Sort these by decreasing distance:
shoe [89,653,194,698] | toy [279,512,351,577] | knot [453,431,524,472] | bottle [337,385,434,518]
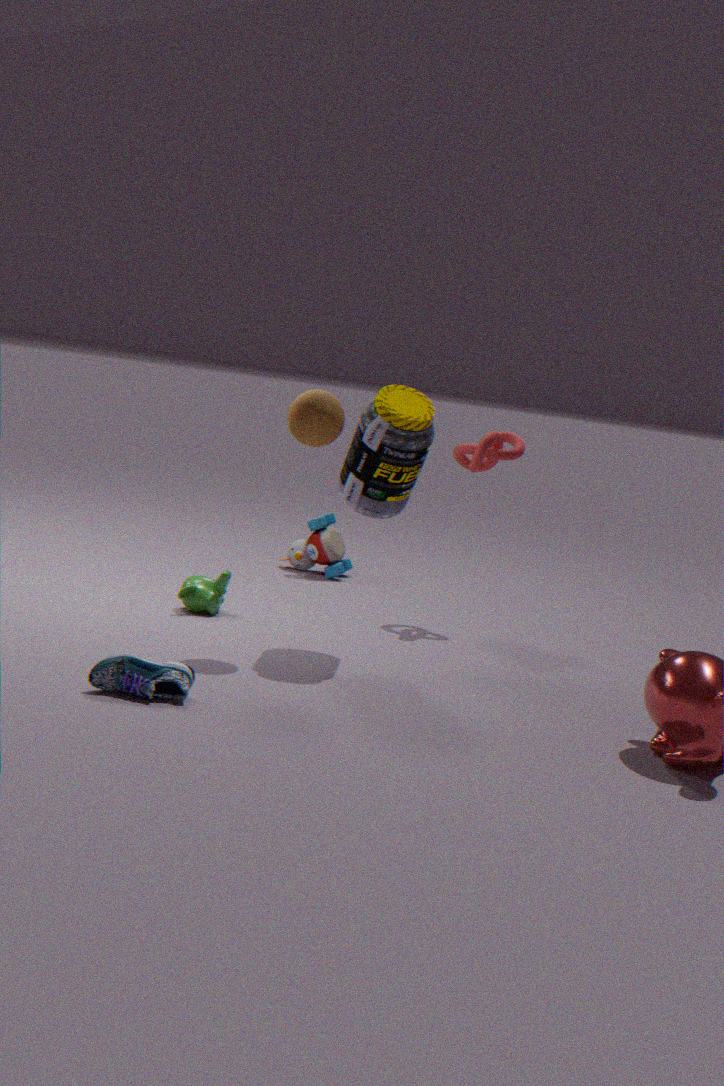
toy [279,512,351,577] → knot [453,431,524,472] → bottle [337,385,434,518] → shoe [89,653,194,698]
